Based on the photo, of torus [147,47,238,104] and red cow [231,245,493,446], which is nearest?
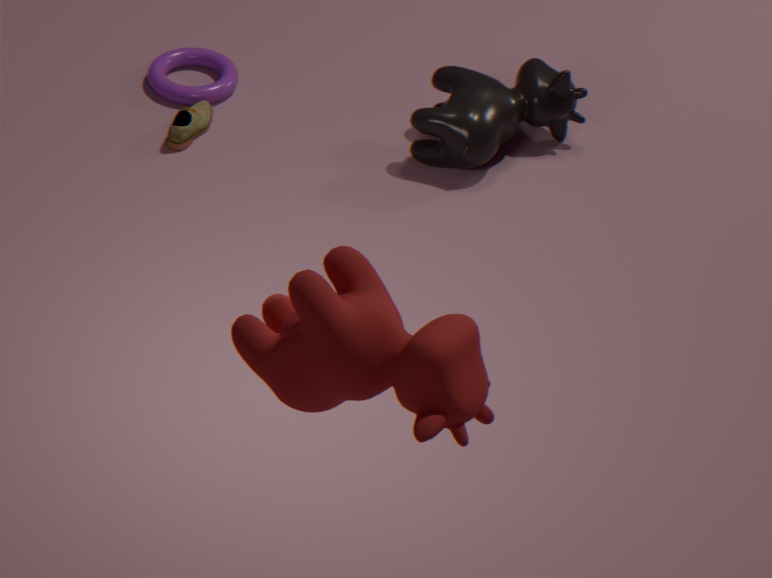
red cow [231,245,493,446]
